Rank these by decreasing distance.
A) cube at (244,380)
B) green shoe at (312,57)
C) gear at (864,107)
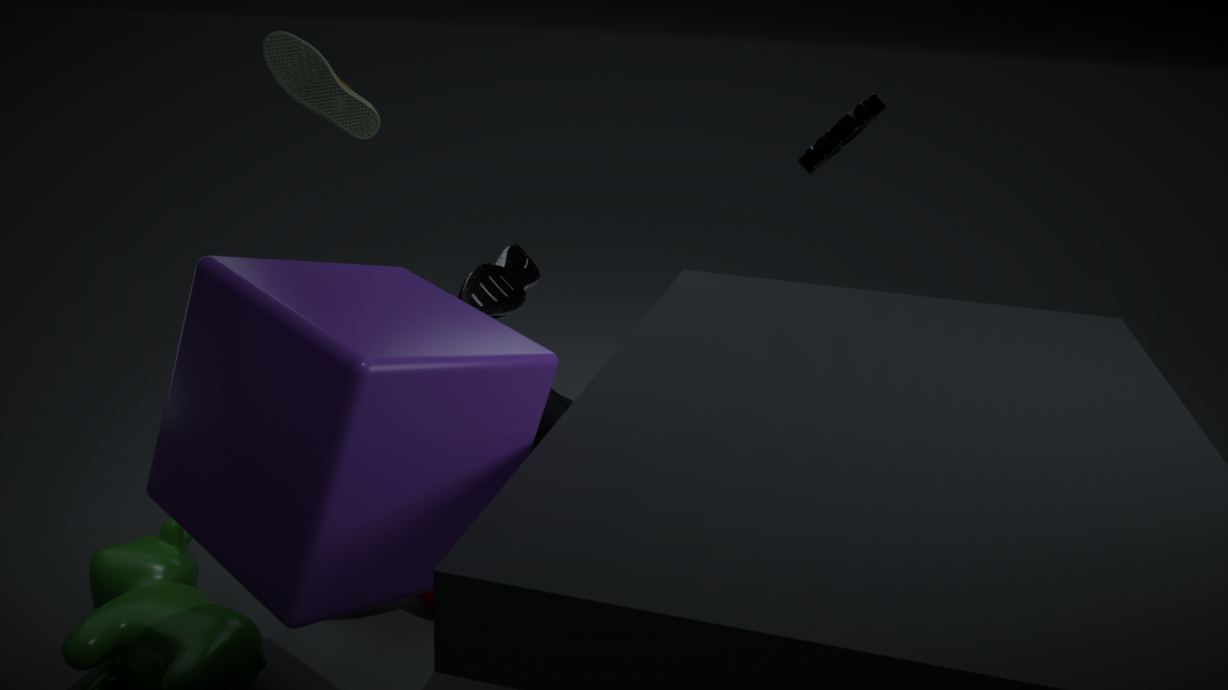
gear at (864,107) → green shoe at (312,57) → cube at (244,380)
